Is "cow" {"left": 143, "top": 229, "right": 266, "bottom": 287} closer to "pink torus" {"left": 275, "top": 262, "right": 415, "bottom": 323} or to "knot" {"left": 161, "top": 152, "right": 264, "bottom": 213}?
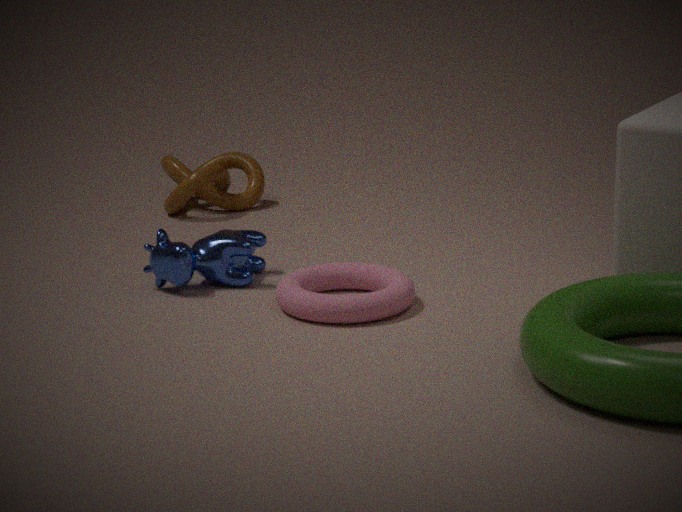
"pink torus" {"left": 275, "top": 262, "right": 415, "bottom": 323}
